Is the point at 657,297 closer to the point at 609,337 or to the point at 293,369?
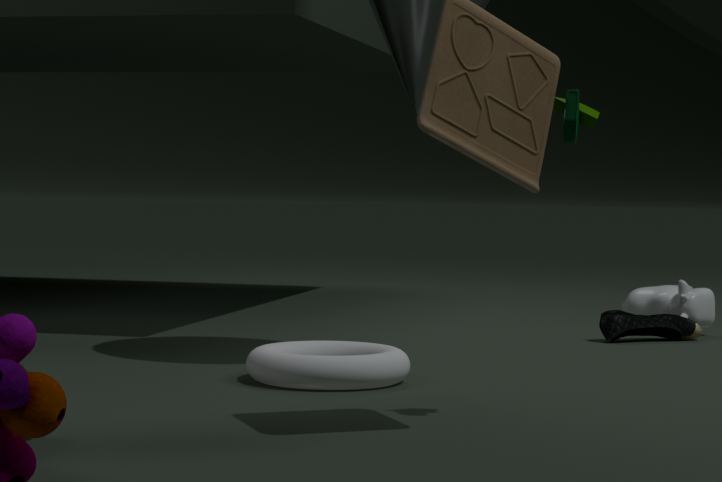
the point at 609,337
